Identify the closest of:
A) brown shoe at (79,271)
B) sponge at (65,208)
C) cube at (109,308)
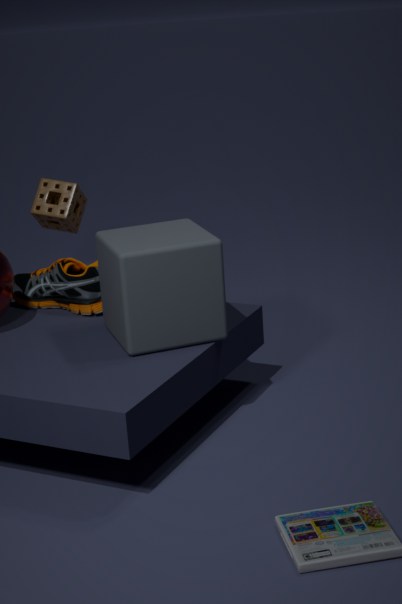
cube at (109,308)
